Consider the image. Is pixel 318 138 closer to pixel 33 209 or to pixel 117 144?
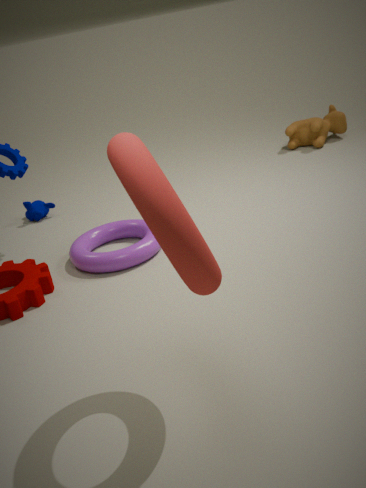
pixel 33 209
